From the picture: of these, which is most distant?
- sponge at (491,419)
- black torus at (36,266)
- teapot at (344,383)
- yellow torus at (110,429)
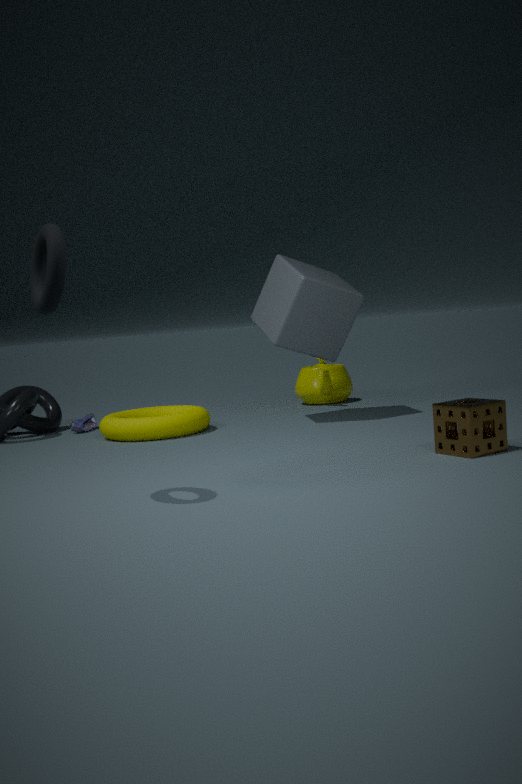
teapot at (344,383)
